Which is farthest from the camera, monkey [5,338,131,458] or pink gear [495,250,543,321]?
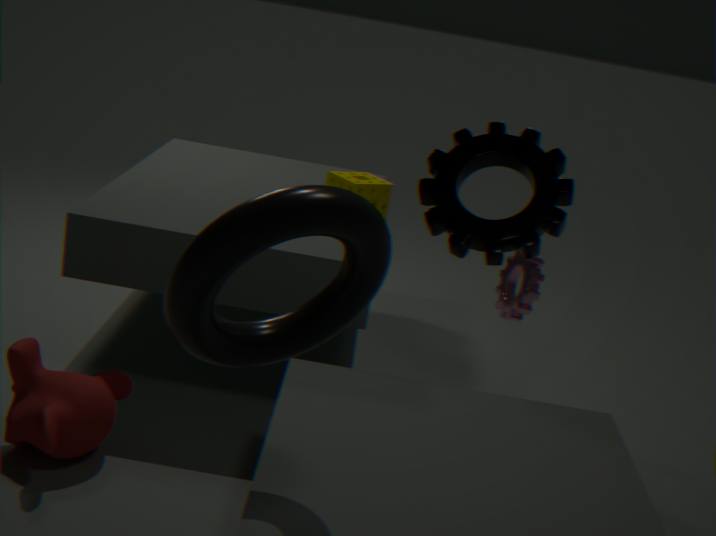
pink gear [495,250,543,321]
